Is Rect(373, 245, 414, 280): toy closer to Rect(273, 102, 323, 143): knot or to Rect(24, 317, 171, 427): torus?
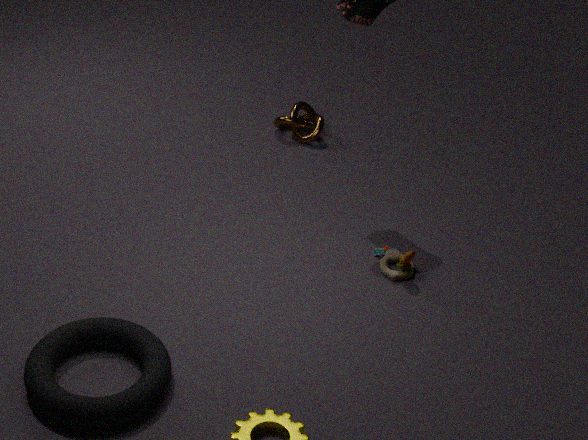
Rect(273, 102, 323, 143): knot
